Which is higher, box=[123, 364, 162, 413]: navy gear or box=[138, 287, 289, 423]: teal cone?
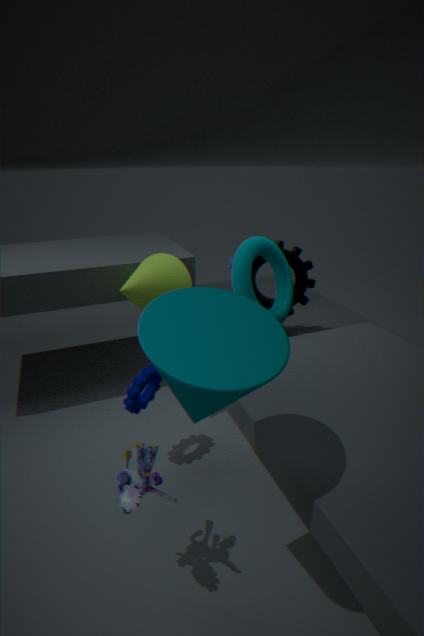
box=[138, 287, 289, 423]: teal cone
